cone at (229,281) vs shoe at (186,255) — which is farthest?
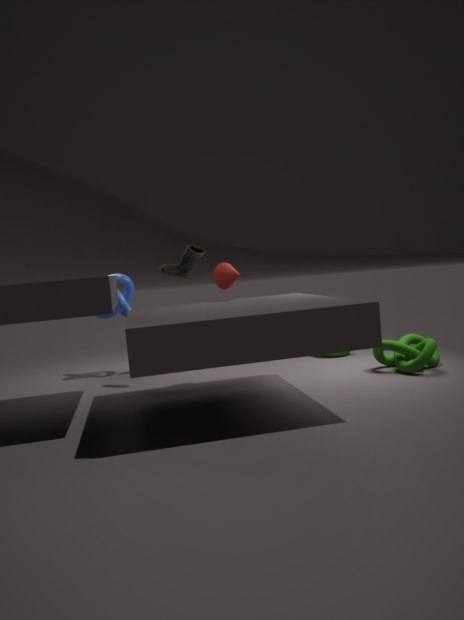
shoe at (186,255)
